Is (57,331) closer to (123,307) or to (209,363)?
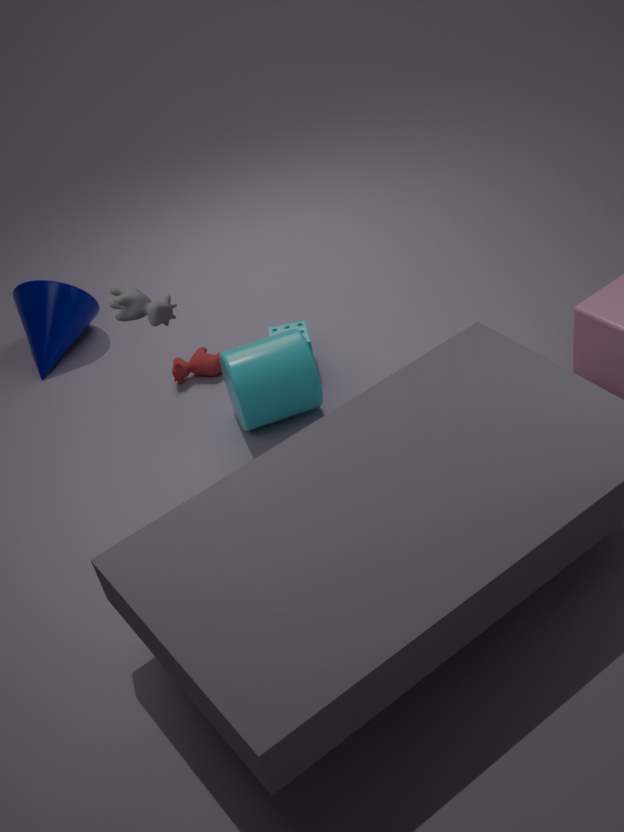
(209,363)
